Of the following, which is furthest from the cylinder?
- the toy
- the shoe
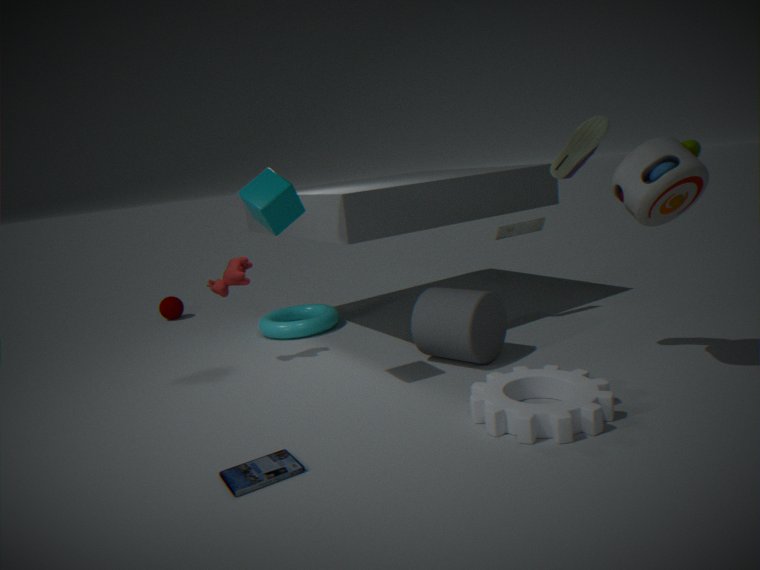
the toy
